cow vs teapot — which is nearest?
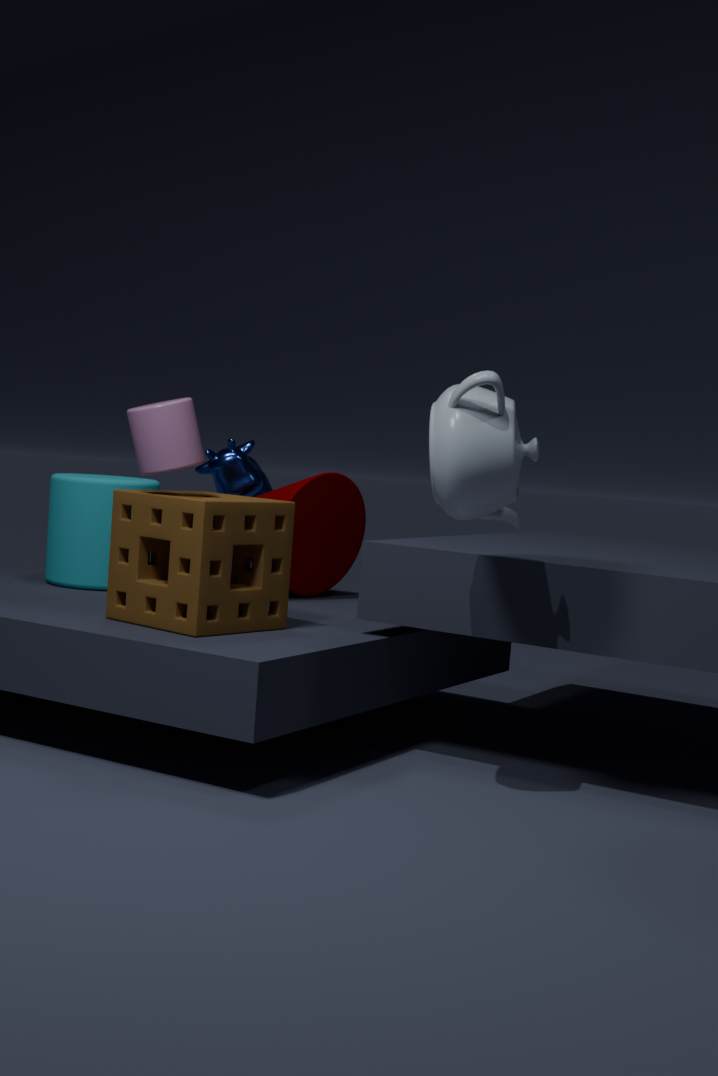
teapot
